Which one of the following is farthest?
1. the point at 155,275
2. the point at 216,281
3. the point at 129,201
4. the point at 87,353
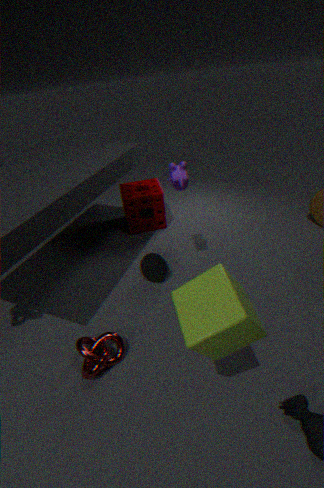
the point at 129,201
